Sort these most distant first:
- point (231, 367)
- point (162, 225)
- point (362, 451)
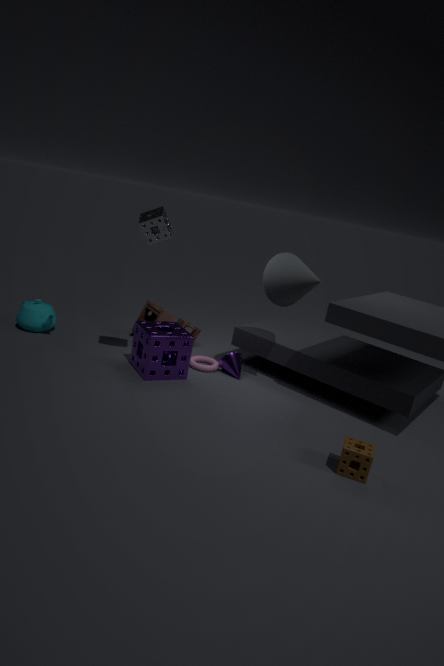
point (231, 367) < point (162, 225) < point (362, 451)
